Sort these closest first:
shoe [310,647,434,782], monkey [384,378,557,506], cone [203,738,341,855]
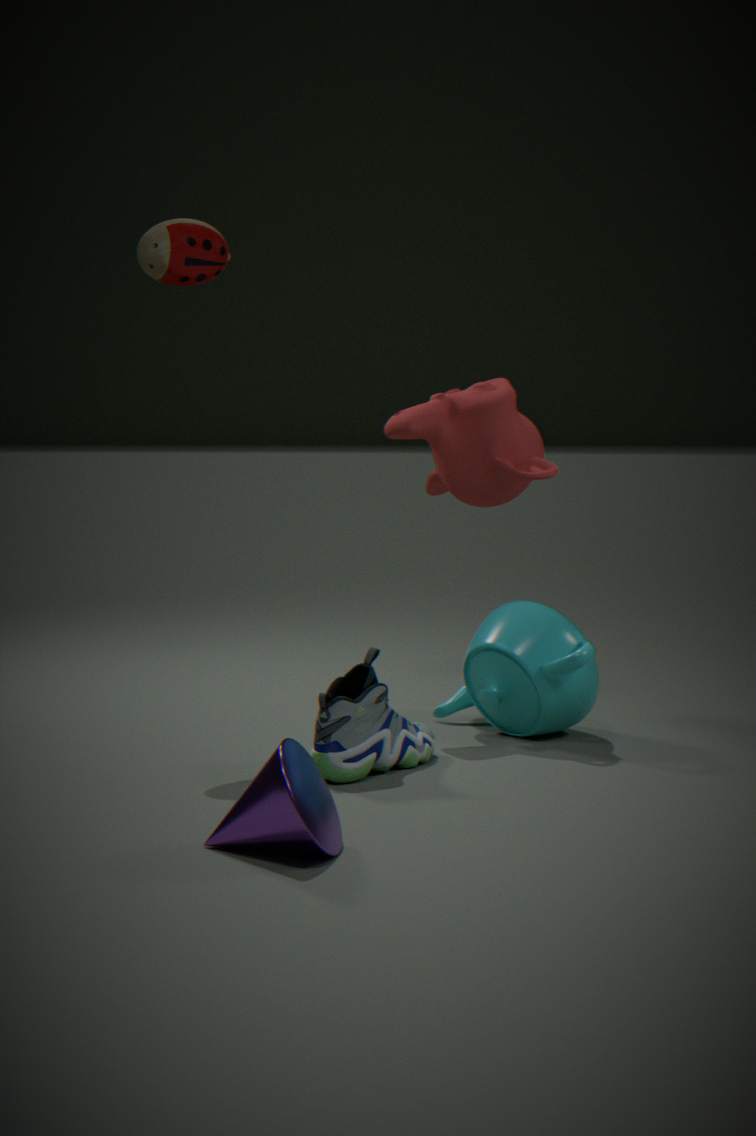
cone [203,738,341,855], shoe [310,647,434,782], monkey [384,378,557,506]
